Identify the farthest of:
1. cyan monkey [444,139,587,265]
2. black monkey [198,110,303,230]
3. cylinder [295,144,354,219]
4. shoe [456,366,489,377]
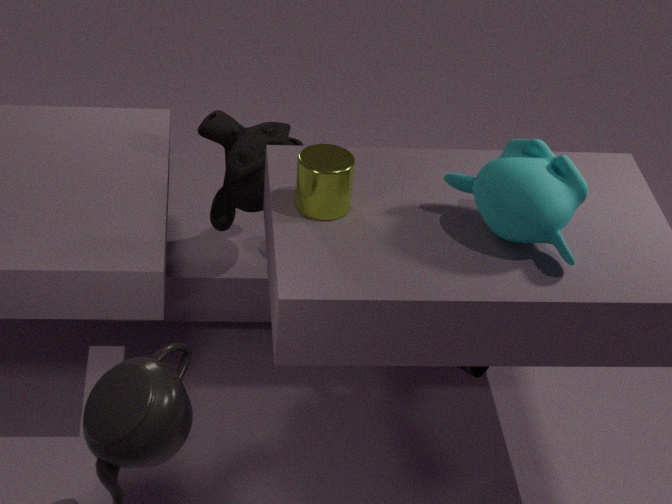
black monkey [198,110,303,230]
